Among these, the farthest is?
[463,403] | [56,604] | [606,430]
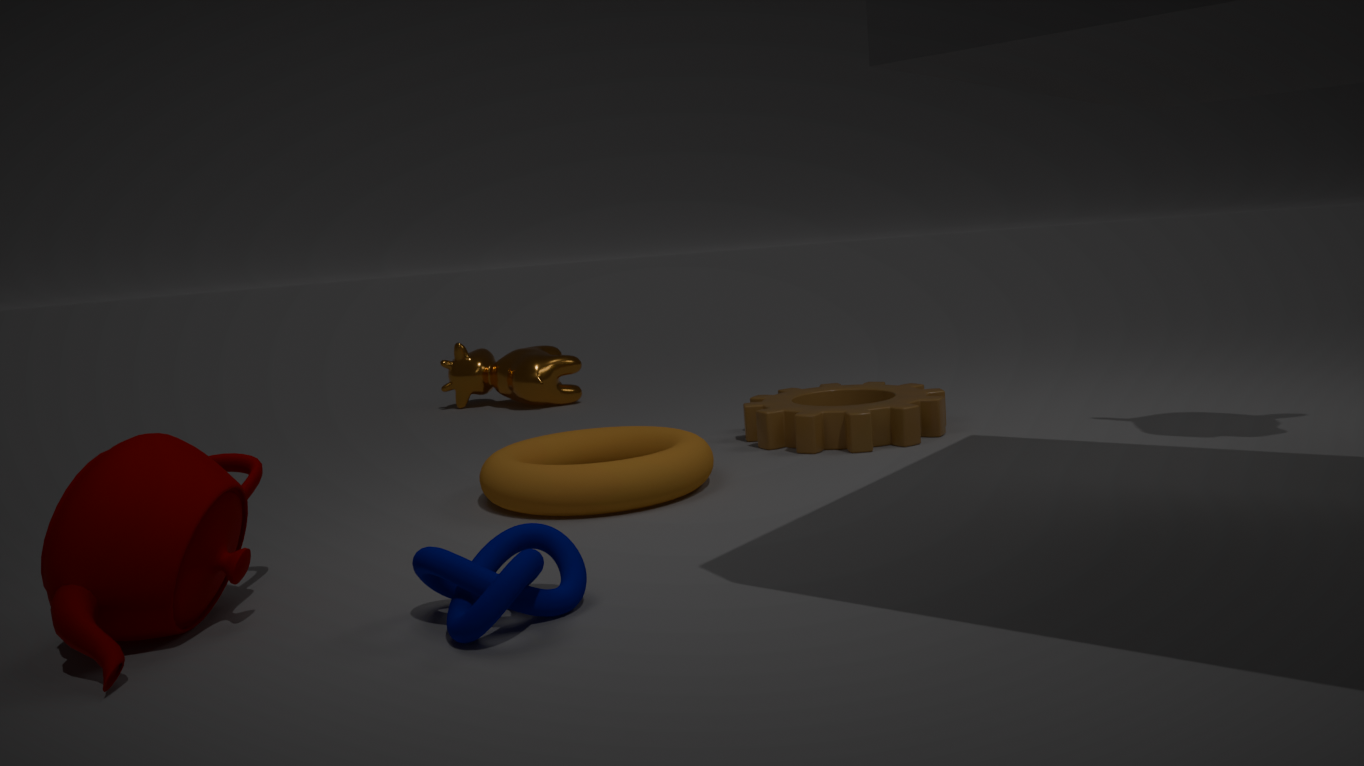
[463,403]
